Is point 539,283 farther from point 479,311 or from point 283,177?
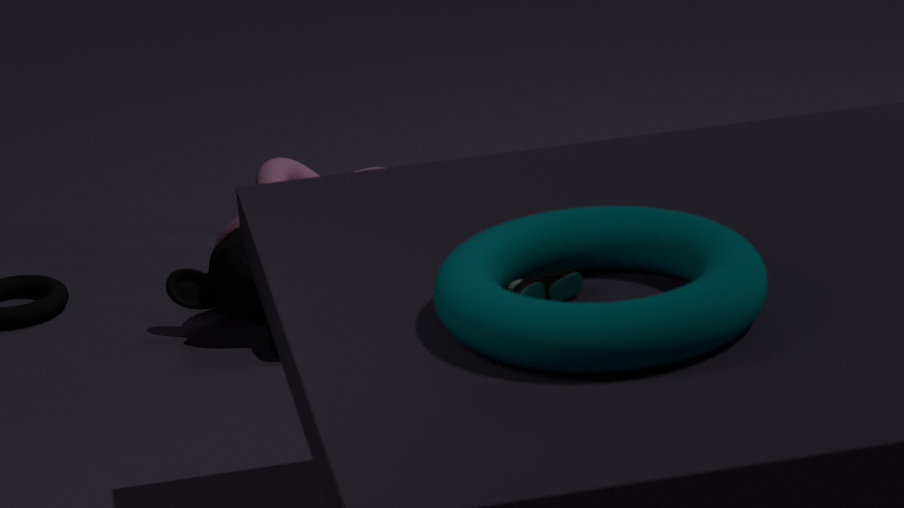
point 283,177
